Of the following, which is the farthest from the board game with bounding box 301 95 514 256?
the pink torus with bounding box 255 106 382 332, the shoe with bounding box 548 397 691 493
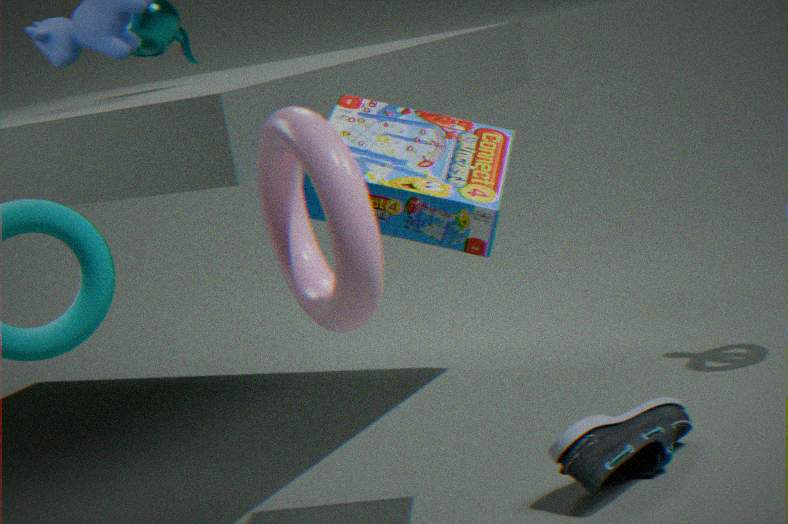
the pink torus with bounding box 255 106 382 332
